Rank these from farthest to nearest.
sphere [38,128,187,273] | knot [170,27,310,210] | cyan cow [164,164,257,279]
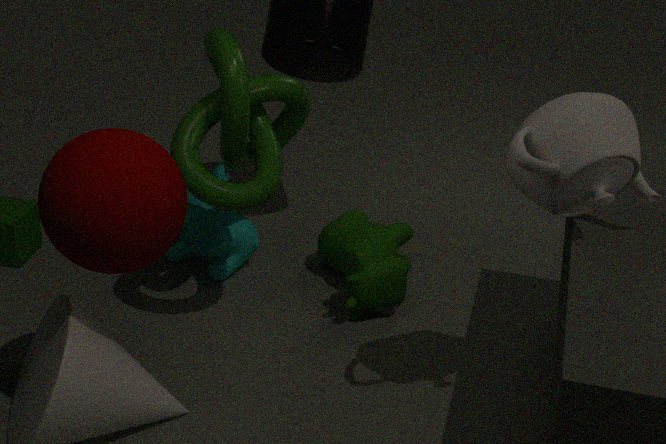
cyan cow [164,164,257,279], knot [170,27,310,210], sphere [38,128,187,273]
